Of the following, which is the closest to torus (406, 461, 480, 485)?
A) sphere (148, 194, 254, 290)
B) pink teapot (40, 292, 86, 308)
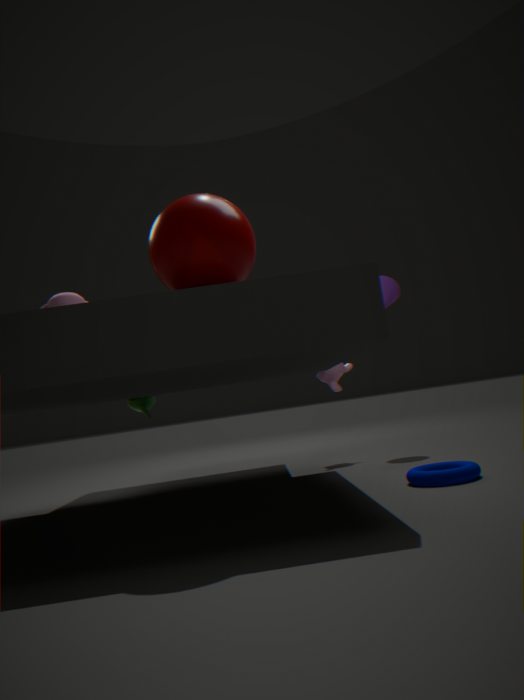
sphere (148, 194, 254, 290)
